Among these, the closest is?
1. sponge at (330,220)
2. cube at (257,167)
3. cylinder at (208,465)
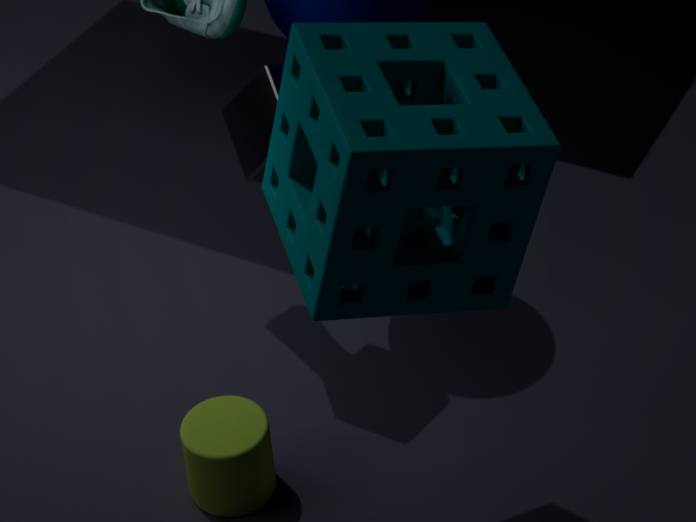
sponge at (330,220)
